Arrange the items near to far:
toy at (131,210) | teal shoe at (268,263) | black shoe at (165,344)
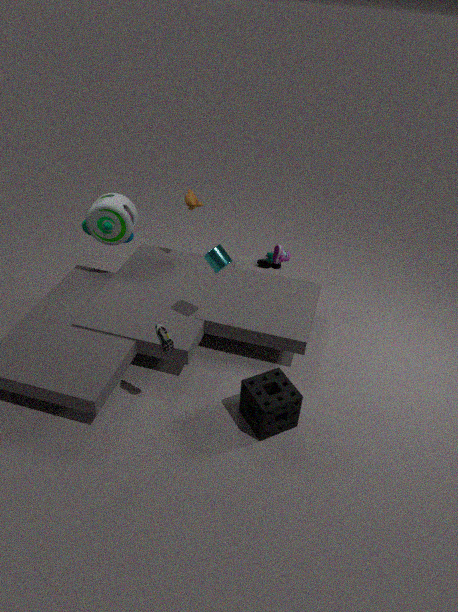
black shoe at (165,344), toy at (131,210), teal shoe at (268,263)
